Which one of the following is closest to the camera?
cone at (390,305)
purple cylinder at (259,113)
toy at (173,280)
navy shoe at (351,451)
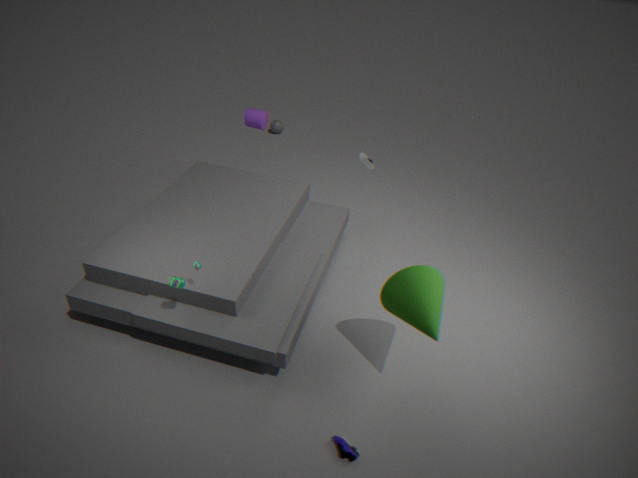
navy shoe at (351,451)
